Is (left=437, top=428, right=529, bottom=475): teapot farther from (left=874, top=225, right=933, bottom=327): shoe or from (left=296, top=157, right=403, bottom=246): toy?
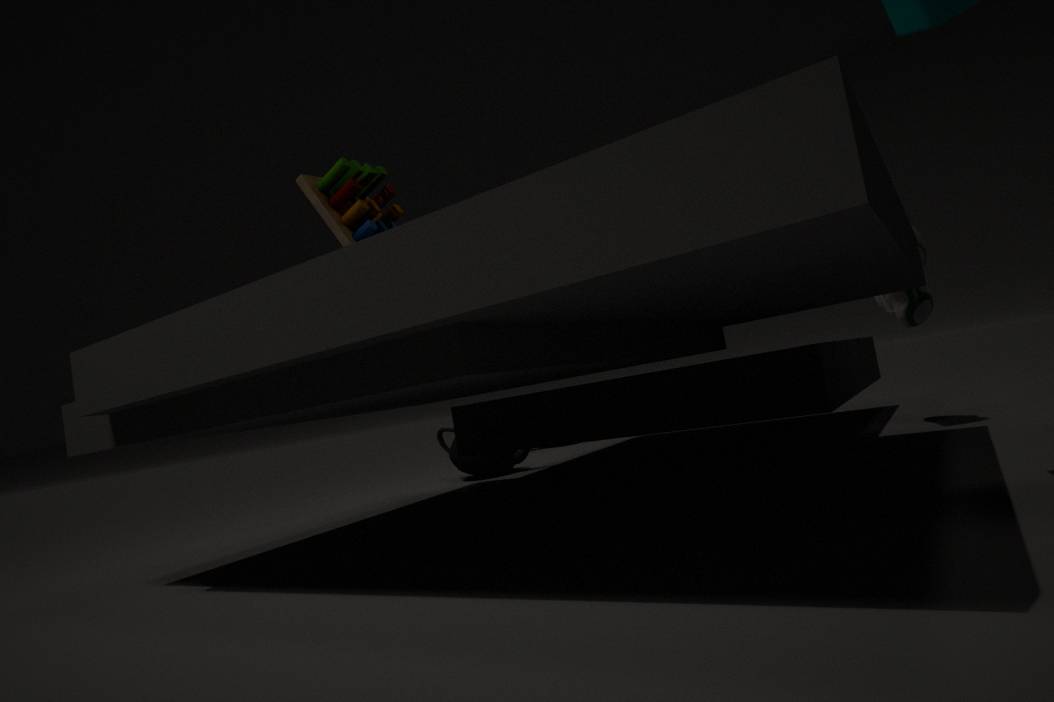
(left=874, top=225, right=933, bottom=327): shoe
